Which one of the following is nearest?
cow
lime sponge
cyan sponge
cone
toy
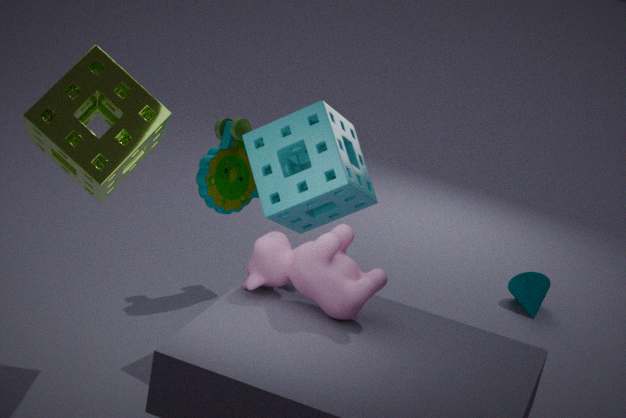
lime sponge
